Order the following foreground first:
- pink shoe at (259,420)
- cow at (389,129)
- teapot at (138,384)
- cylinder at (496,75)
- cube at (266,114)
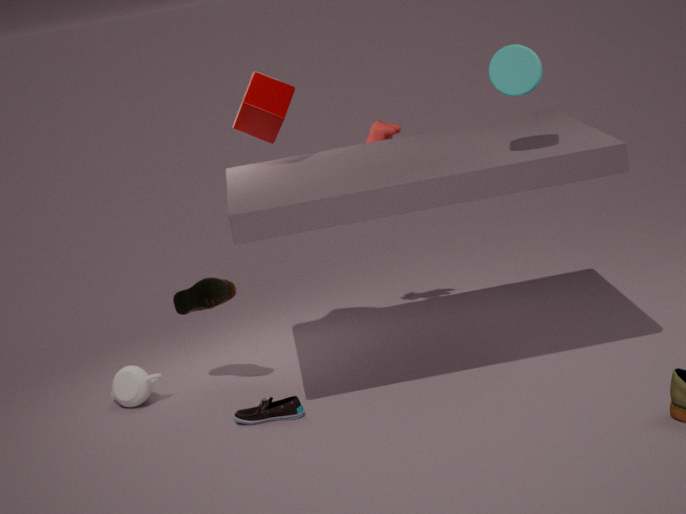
1. cylinder at (496,75)
2. pink shoe at (259,420)
3. cube at (266,114)
4. teapot at (138,384)
5. cow at (389,129)
